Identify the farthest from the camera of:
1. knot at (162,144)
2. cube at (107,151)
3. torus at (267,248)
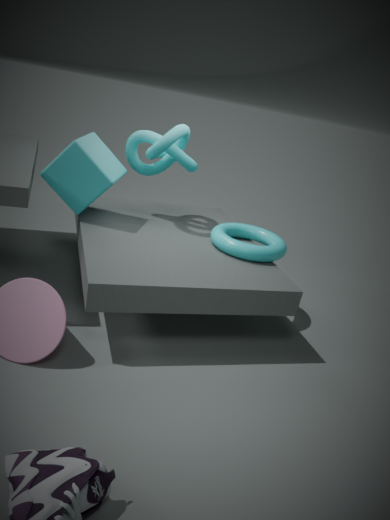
knot at (162,144)
